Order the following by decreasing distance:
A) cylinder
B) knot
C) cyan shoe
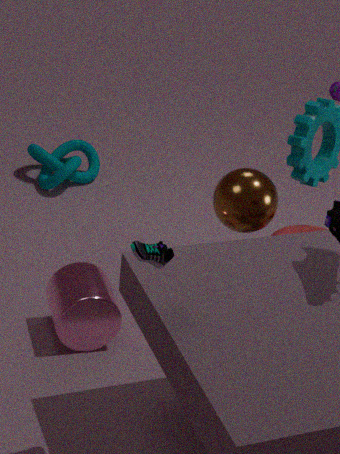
A: knot
cylinder
cyan shoe
